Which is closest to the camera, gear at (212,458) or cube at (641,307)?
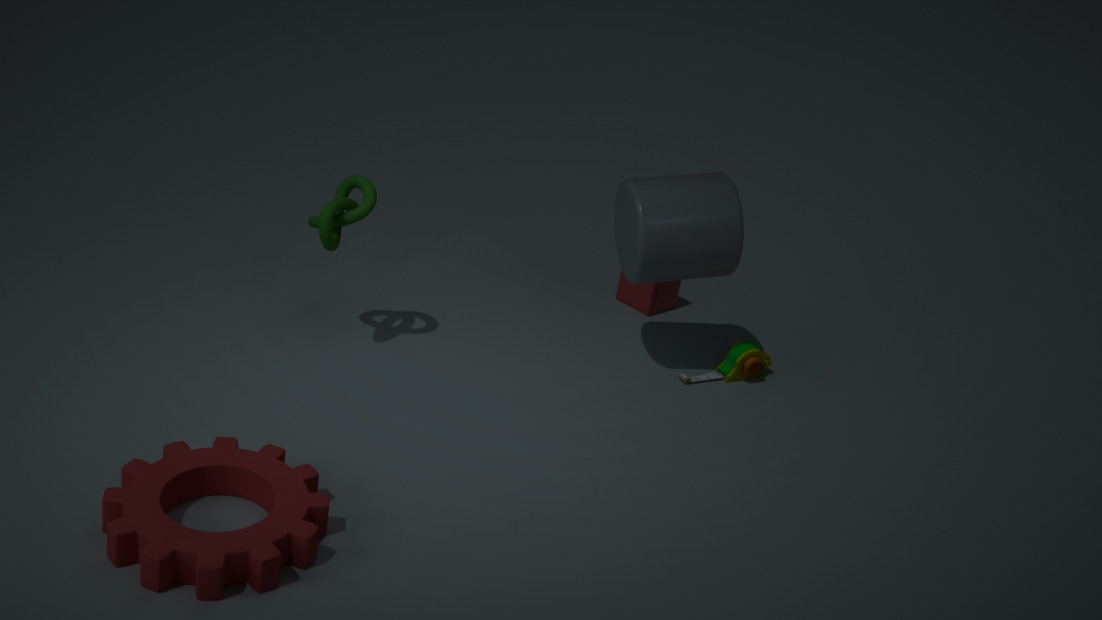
gear at (212,458)
